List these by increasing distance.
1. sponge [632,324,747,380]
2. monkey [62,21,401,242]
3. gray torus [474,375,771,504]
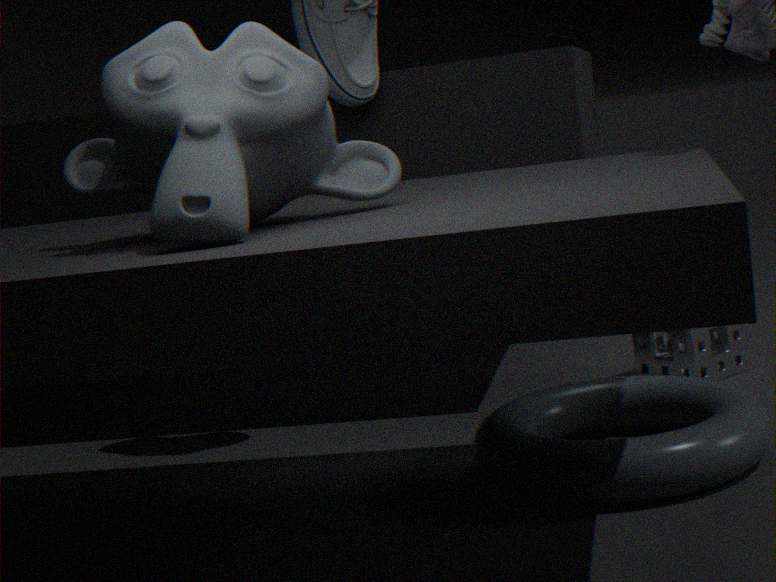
monkey [62,21,401,242] → gray torus [474,375,771,504] → sponge [632,324,747,380]
